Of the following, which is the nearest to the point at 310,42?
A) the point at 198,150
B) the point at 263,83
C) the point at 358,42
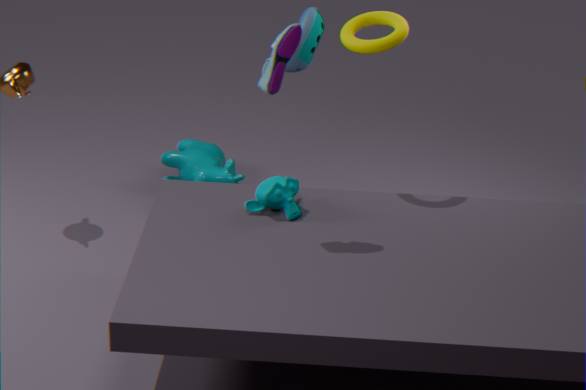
Result: the point at 358,42
